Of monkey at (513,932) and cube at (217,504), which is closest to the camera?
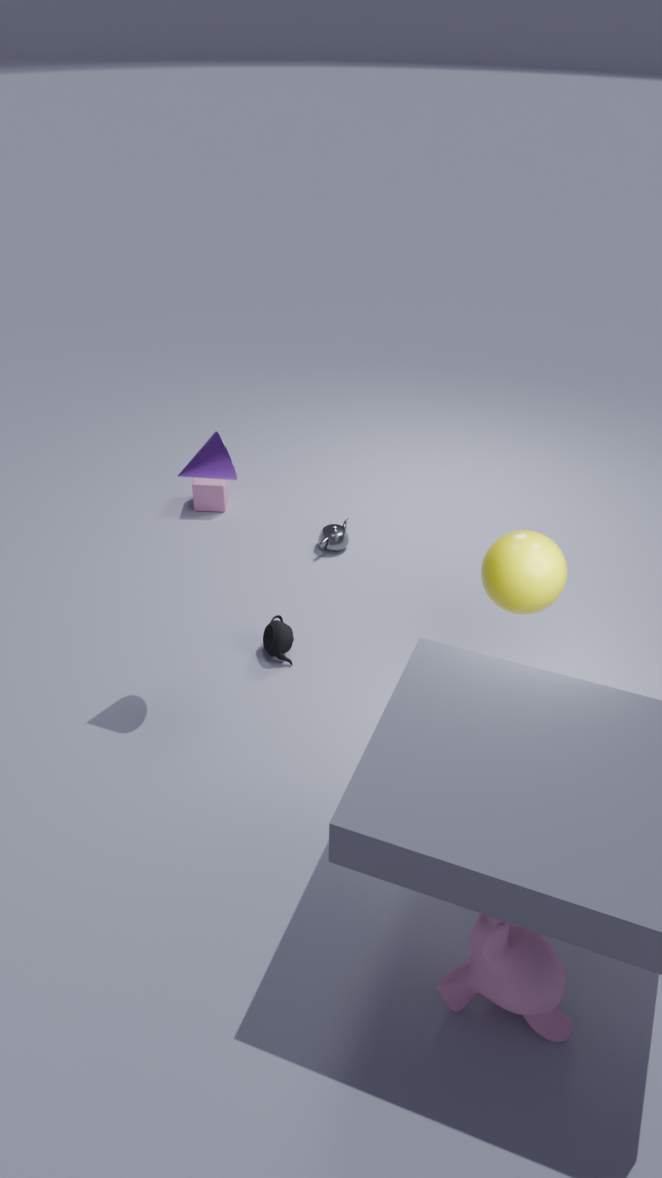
monkey at (513,932)
